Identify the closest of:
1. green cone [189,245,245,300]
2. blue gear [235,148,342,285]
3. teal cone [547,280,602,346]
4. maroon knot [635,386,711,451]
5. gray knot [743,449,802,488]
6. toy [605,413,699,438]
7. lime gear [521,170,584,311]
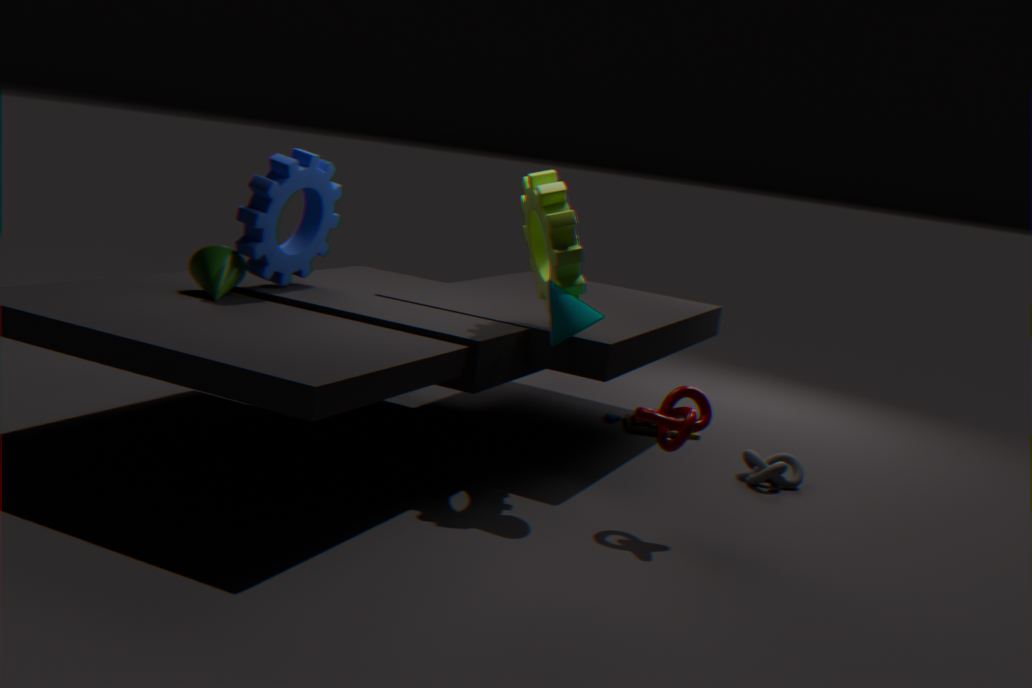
maroon knot [635,386,711,451]
